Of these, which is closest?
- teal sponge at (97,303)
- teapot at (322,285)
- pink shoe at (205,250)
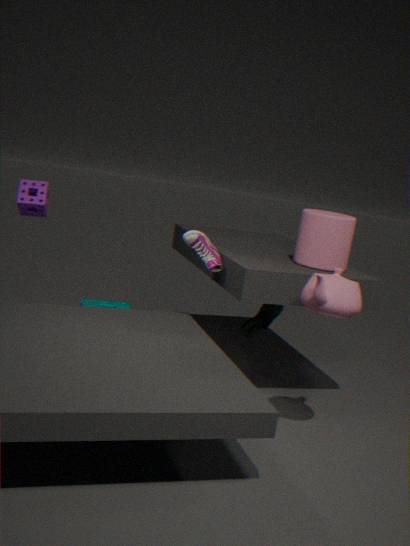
teapot at (322,285)
